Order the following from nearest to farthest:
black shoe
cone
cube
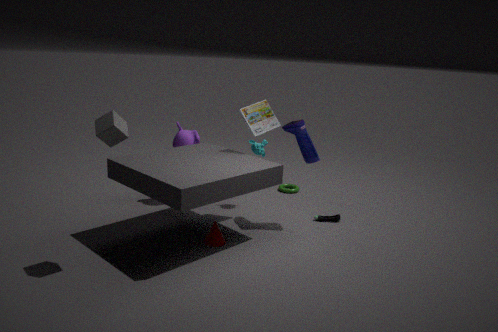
cube → cone → black shoe
